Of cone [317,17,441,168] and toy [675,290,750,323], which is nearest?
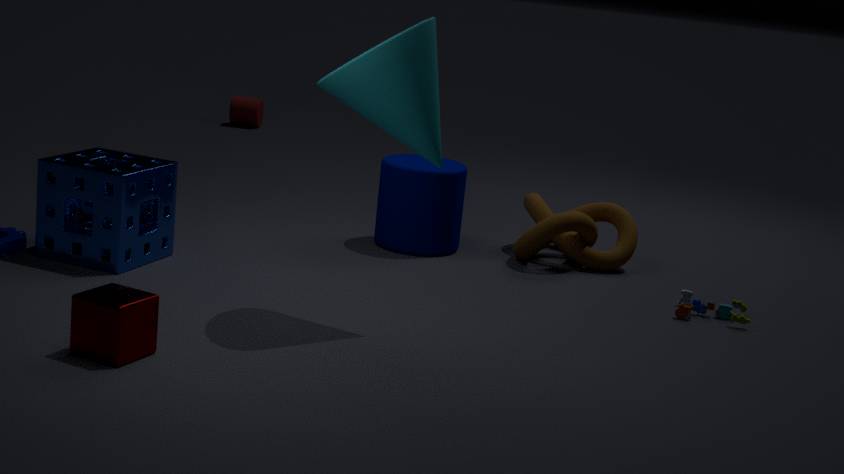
cone [317,17,441,168]
